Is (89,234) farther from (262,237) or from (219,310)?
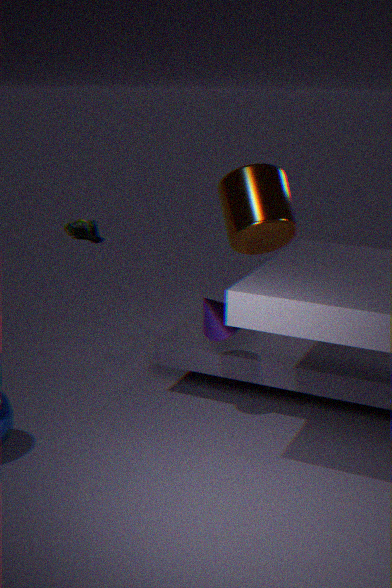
(219,310)
